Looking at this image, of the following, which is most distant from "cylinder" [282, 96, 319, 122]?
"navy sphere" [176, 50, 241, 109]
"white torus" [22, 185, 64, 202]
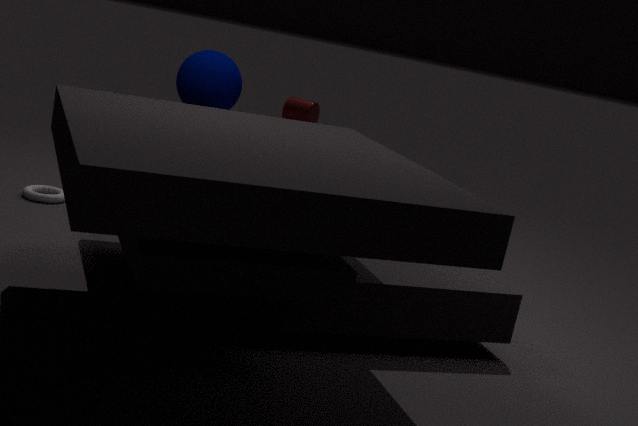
"navy sphere" [176, 50, 241, 109]
